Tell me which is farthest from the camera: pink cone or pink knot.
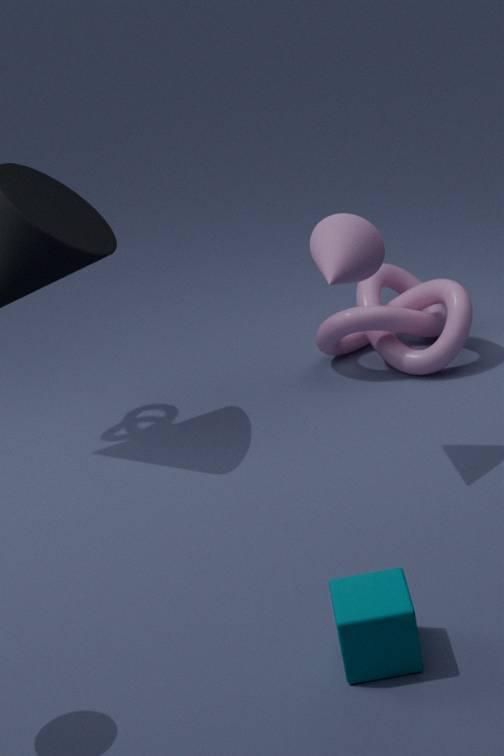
pink knot
